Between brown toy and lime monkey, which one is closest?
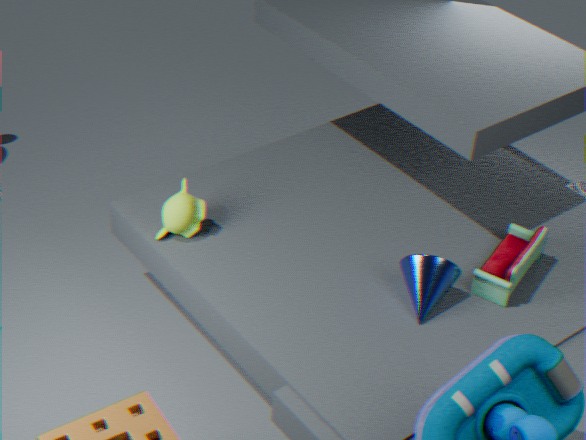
brown toy
